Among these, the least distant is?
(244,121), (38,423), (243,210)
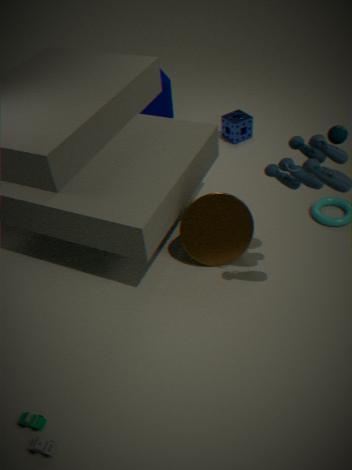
(38,423)
